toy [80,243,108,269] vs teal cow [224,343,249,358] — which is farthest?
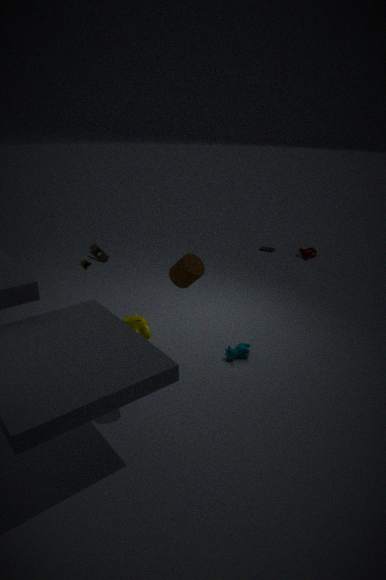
teal cow [224,343,249,358]
